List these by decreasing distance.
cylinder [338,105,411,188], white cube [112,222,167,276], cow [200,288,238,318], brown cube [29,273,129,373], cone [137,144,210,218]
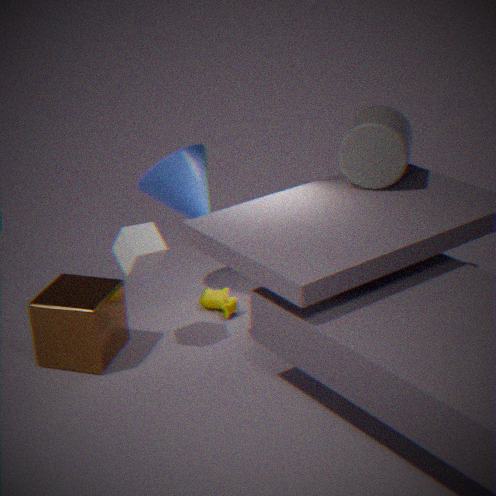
cow [200,288,238,318] → cone [137,144,210,218] → cylinder [338,105,411,188] → white cube [112,222,167,276] → brown cube [29,273,129,373]
